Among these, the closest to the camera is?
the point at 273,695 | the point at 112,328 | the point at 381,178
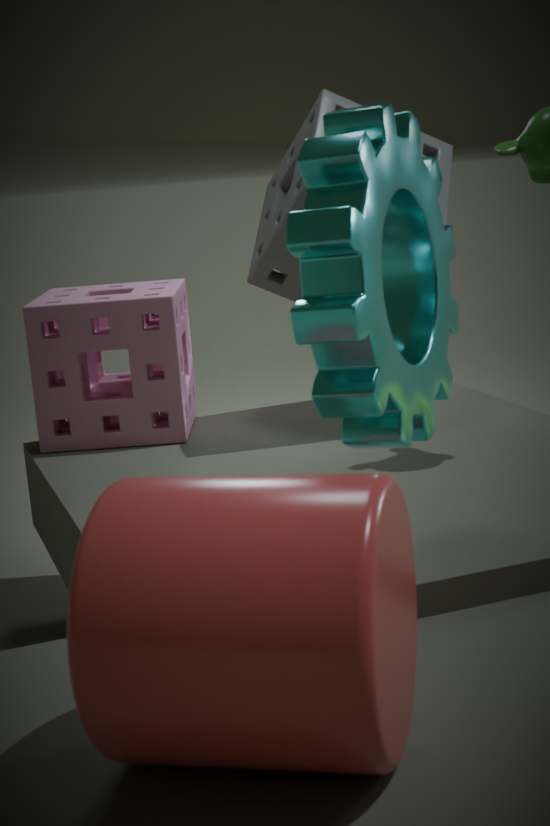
the point at 273,695
